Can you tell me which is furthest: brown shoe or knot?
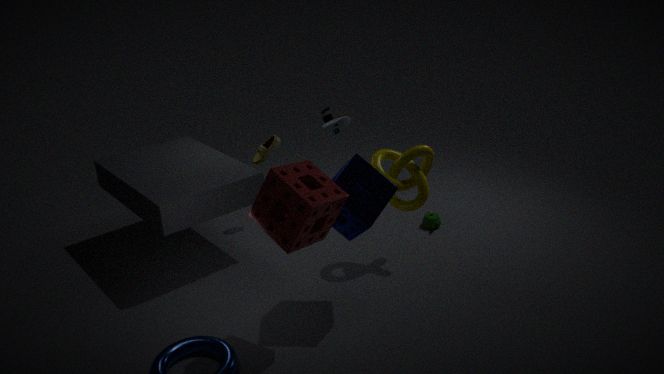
brown shoe
